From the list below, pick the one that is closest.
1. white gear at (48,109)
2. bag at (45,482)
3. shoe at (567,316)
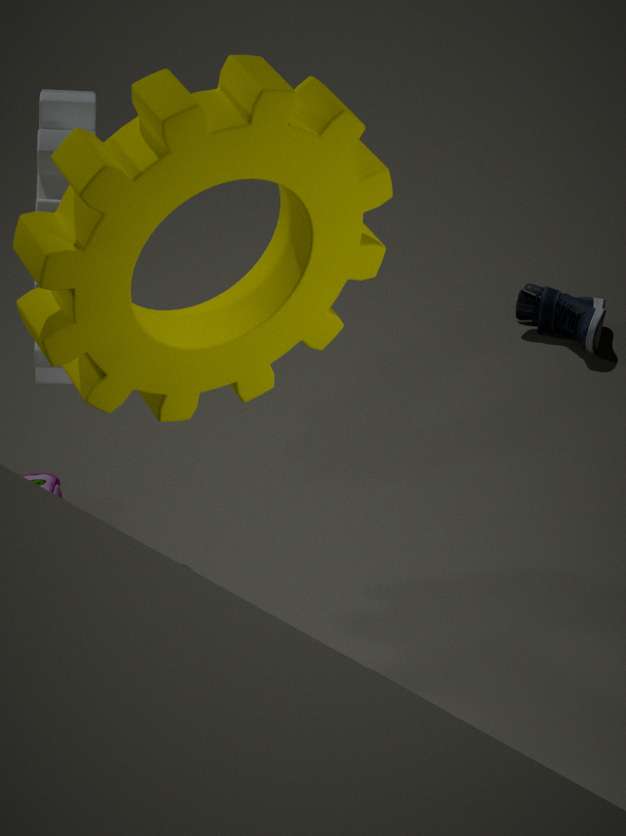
white gear at (48,109)
